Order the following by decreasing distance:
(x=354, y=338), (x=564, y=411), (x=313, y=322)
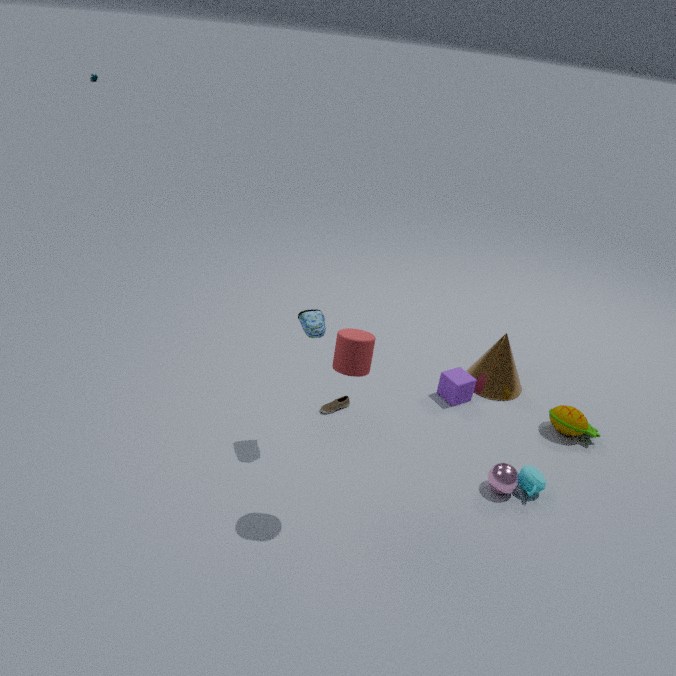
(x=564, y=411)
(x=313, y=322)
(x=354, y=338)
